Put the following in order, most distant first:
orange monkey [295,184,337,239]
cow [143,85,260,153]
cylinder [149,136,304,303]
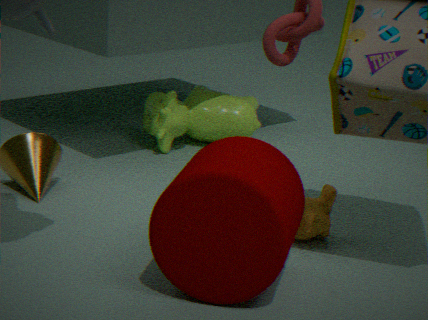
cow [143,85,260,153] → orange monkey [295,184,337,239] → cylinder [149,136,304,303]
